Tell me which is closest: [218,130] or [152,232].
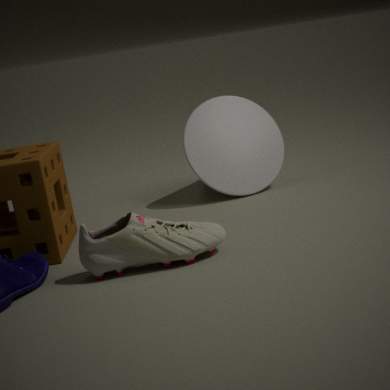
[152,232]
